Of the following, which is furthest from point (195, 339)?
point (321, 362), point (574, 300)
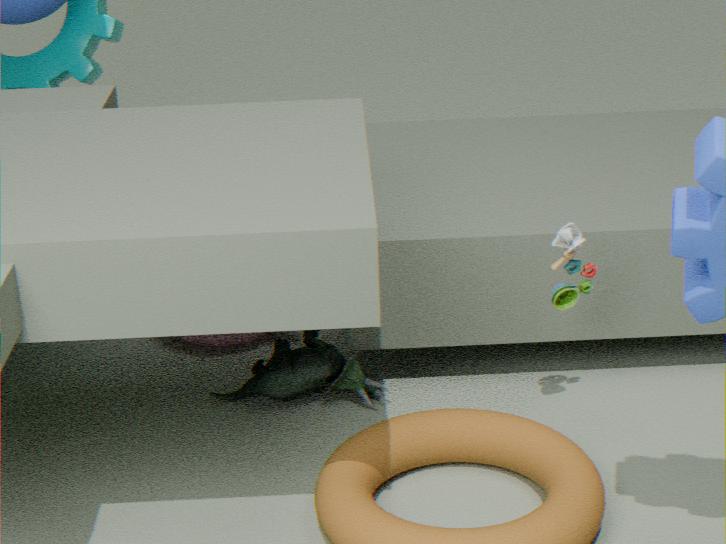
point (574, 300)
